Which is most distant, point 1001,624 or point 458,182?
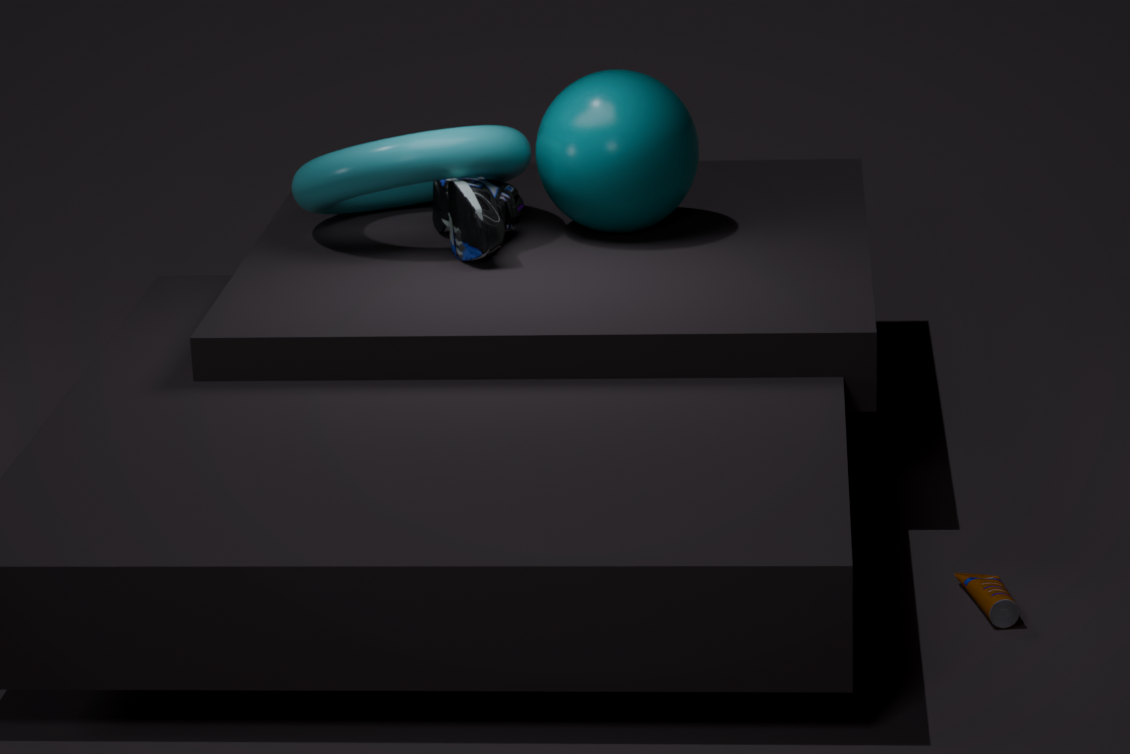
point 458,182
